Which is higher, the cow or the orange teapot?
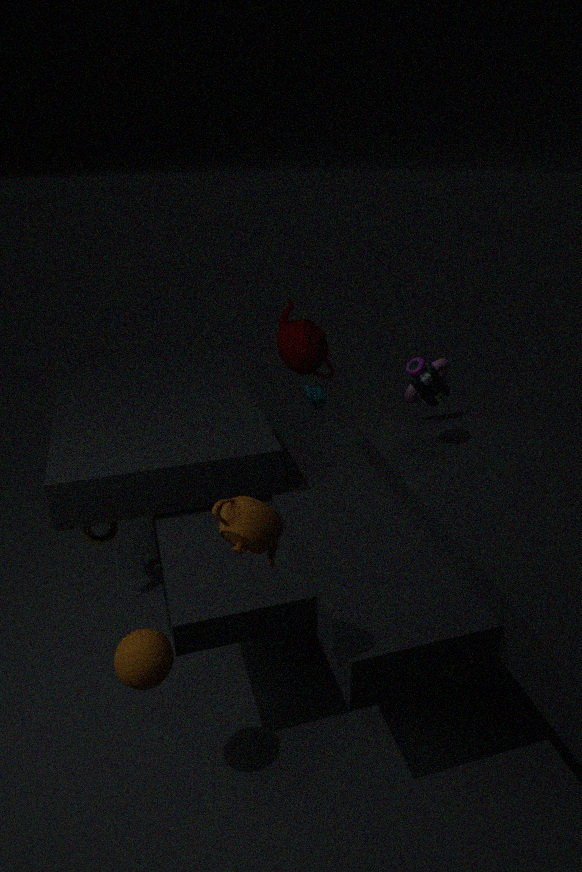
the orange teapot
